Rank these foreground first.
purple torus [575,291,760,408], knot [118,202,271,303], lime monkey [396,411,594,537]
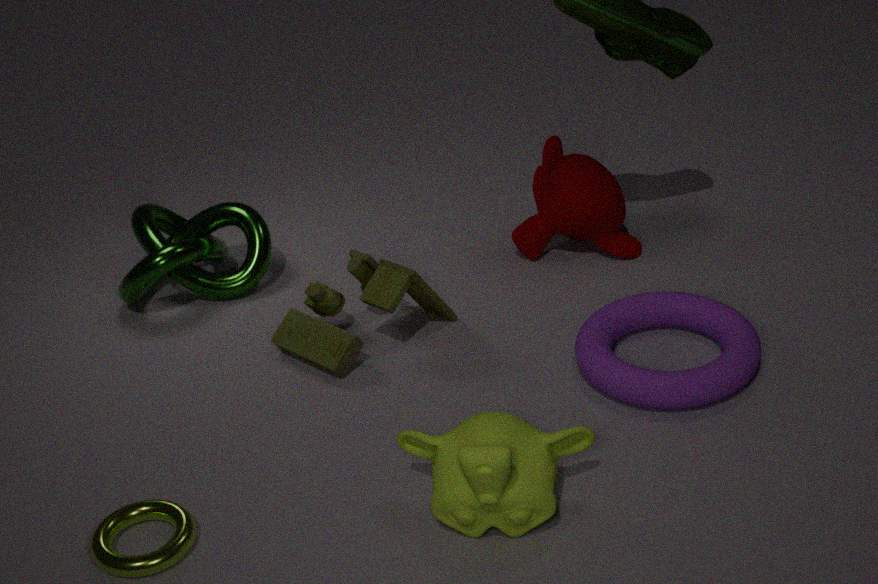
lime monkey [396,411,594,537]
purple torus [575,291,760,408]
knot [118,202,271,303]
